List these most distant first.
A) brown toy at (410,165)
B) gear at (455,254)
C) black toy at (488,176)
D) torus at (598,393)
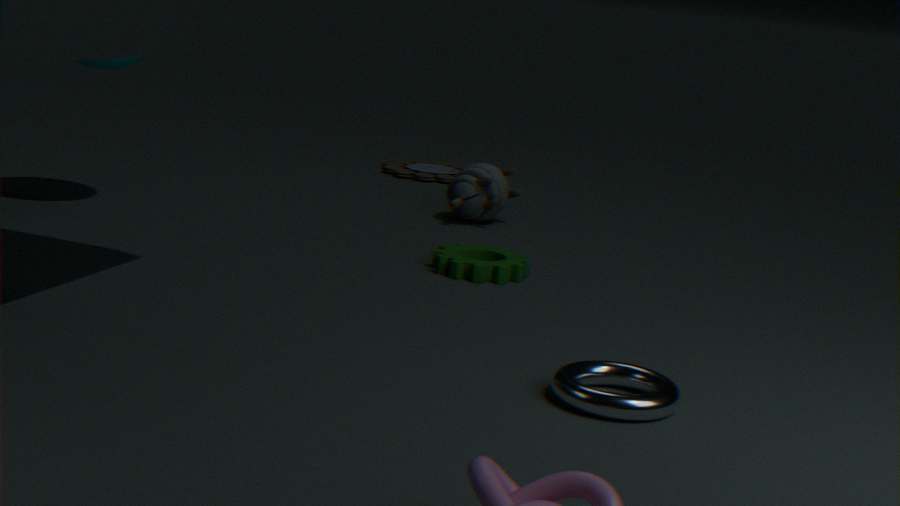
brown toy at (410,165) < black toy at (488,176) < gear at (455,254) < torus at (598,393)
